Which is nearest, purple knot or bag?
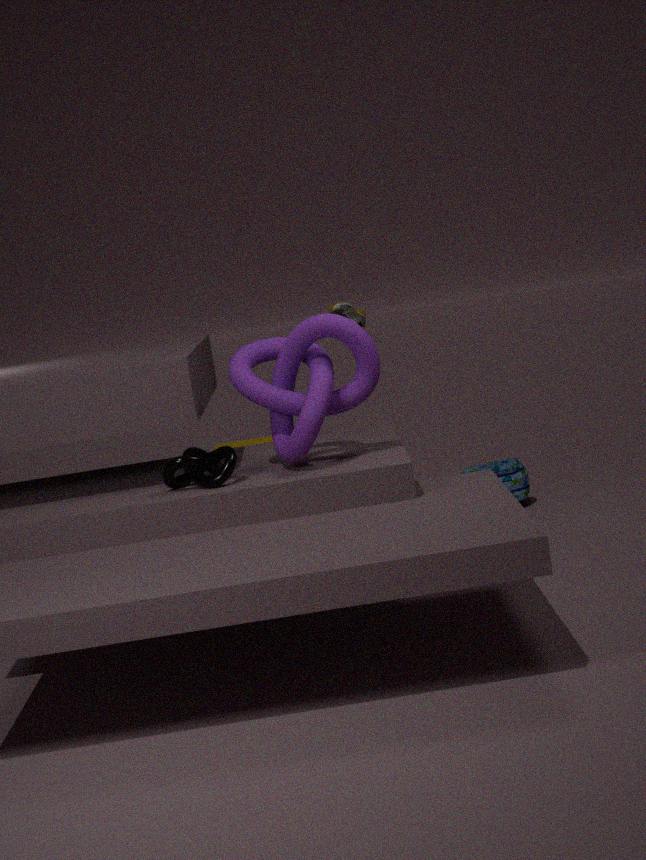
purple knot
